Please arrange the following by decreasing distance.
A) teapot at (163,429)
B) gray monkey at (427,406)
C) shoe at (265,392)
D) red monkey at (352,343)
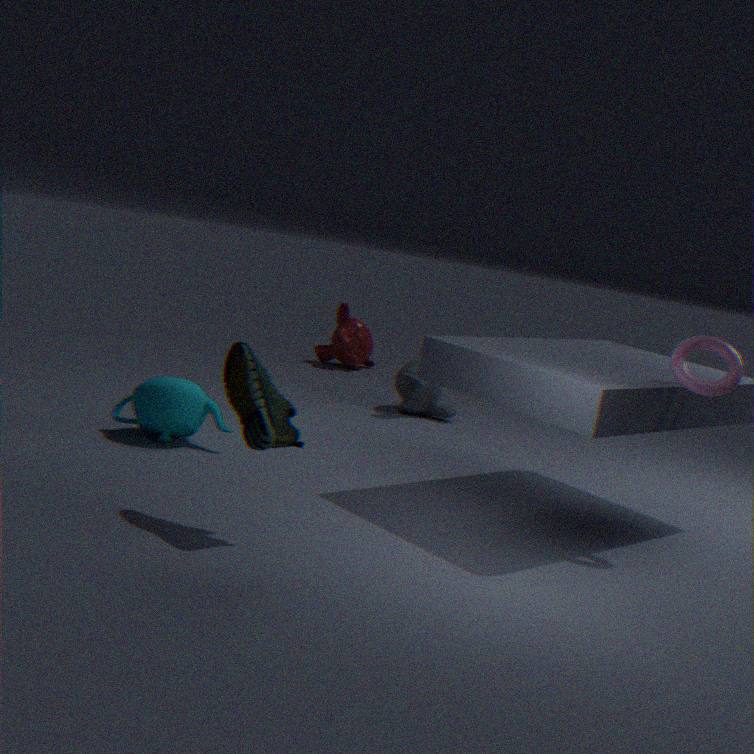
Result: 1. red monkey at (352,343)
2. gray monkey at (427,406)
3. teapot at (163,429)
4. shoe at (265,392)
